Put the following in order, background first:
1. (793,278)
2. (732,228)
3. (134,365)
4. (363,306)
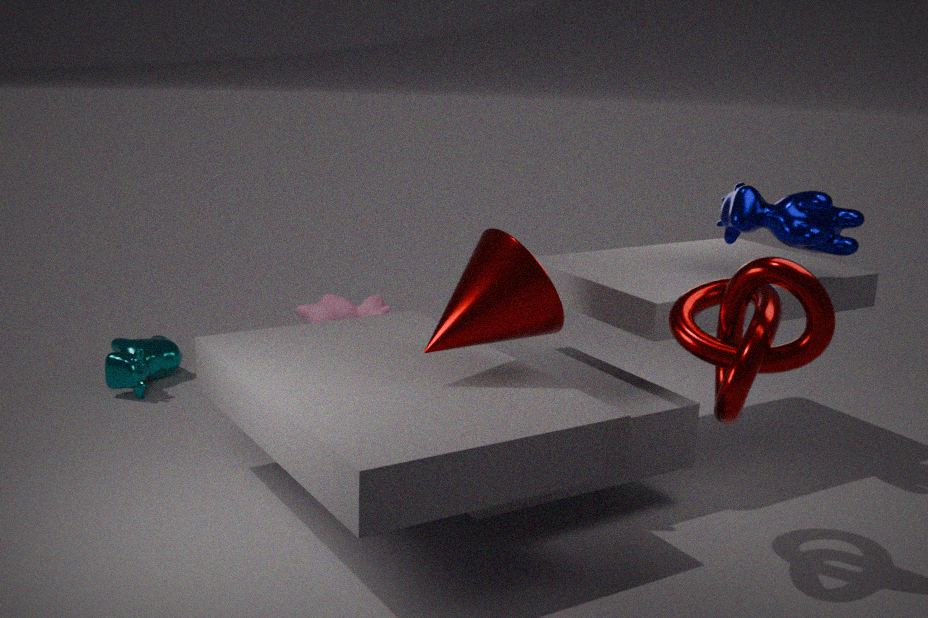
(363,306), (134,365), (732,228), (793,278)
